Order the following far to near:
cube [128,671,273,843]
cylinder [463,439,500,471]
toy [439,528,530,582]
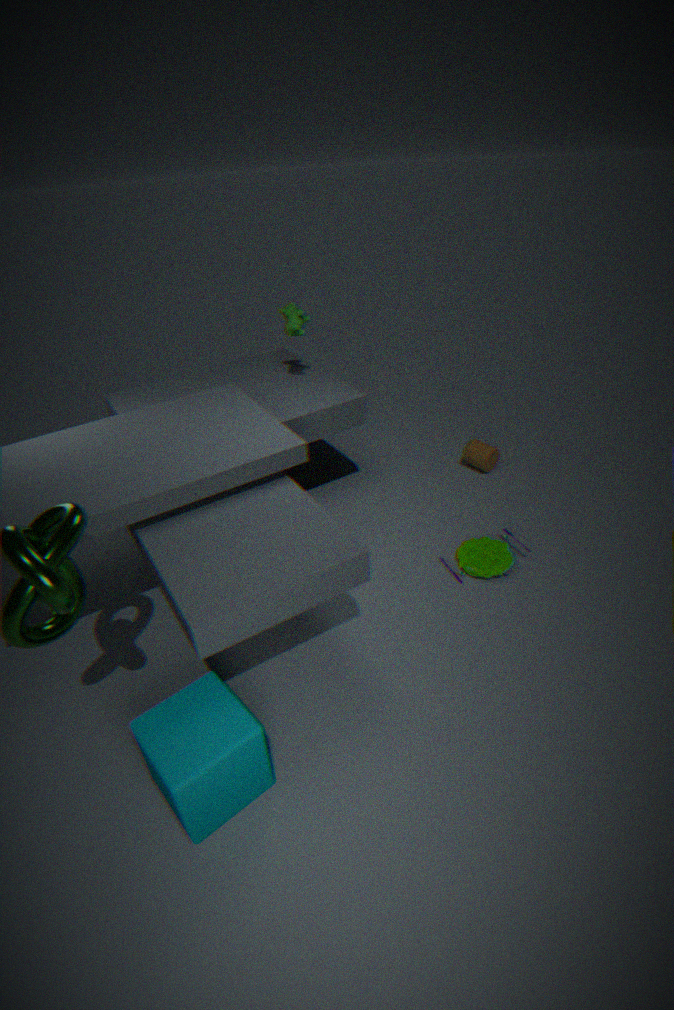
cylinder [463,439,500,471] → toy [439,528,530,582] → cube [128,671,273,843]
